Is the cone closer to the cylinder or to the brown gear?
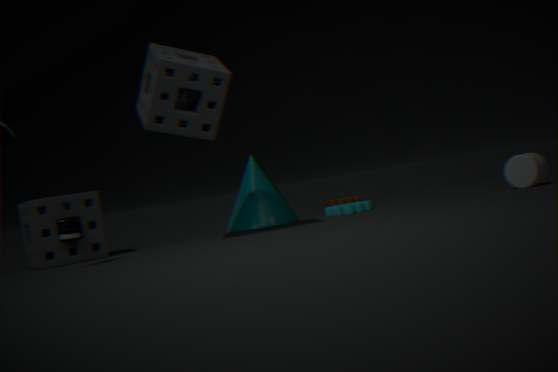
the brown gear
